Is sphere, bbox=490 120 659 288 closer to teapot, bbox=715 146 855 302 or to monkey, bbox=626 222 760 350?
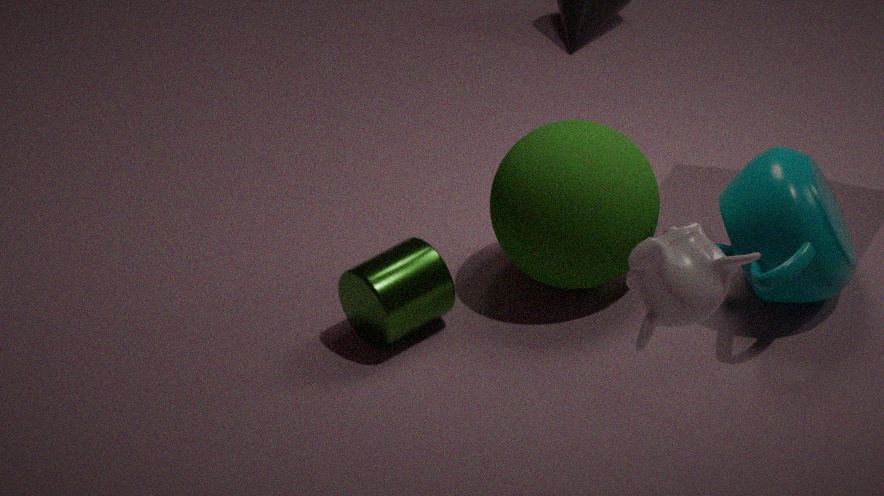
teapot, bbox=715 146 855 302
